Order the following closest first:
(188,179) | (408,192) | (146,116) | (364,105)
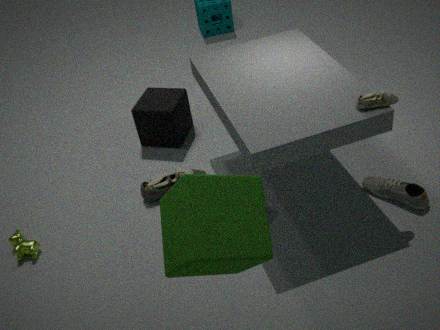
(188,179) → (364,105) → (408,192) → (146,116)
